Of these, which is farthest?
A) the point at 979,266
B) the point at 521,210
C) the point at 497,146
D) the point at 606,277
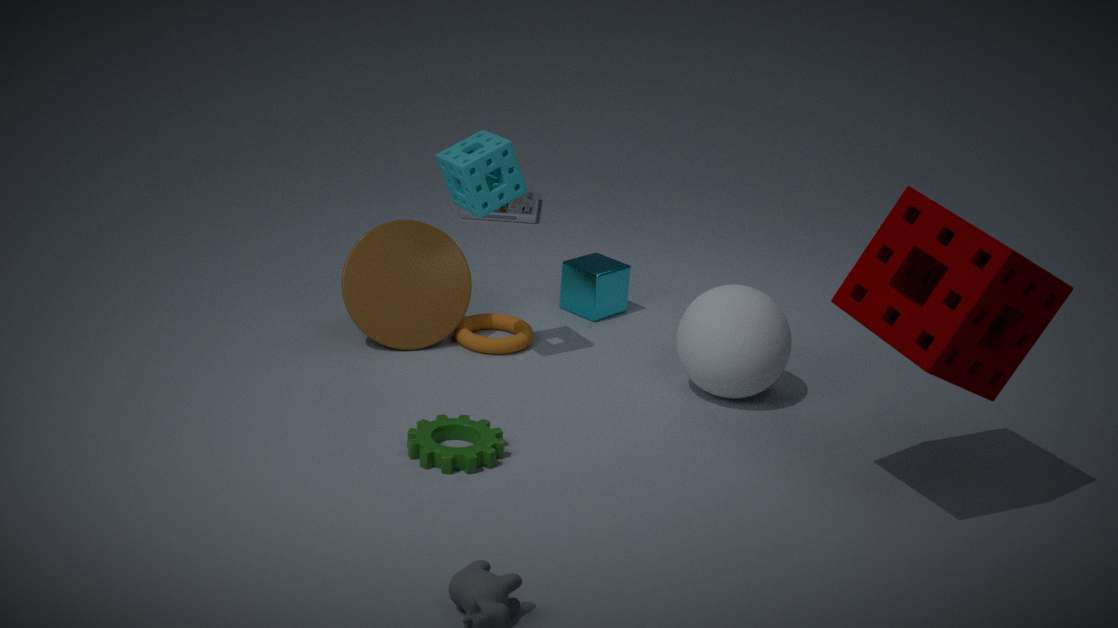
the point at 521,210
